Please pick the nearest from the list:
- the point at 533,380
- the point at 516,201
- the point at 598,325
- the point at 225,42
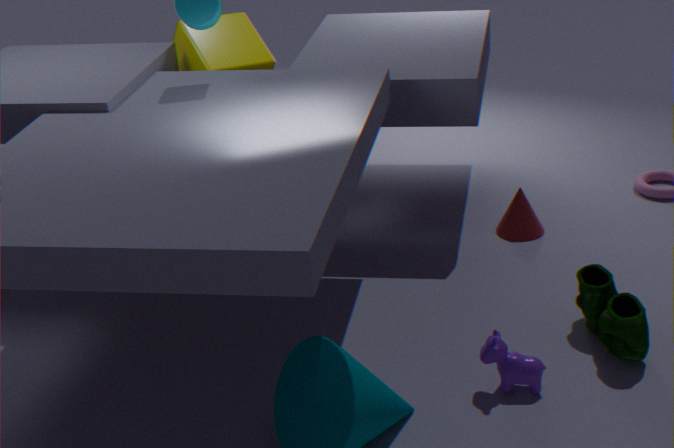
the point at 533,380
